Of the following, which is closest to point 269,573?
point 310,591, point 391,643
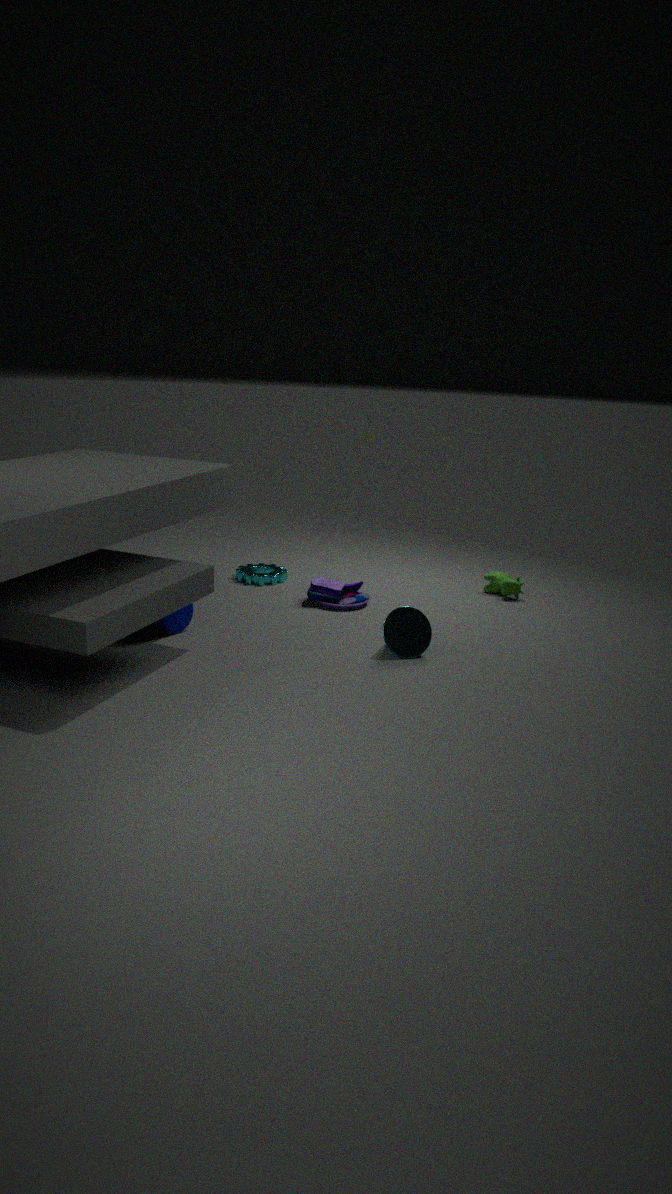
point 310,591
